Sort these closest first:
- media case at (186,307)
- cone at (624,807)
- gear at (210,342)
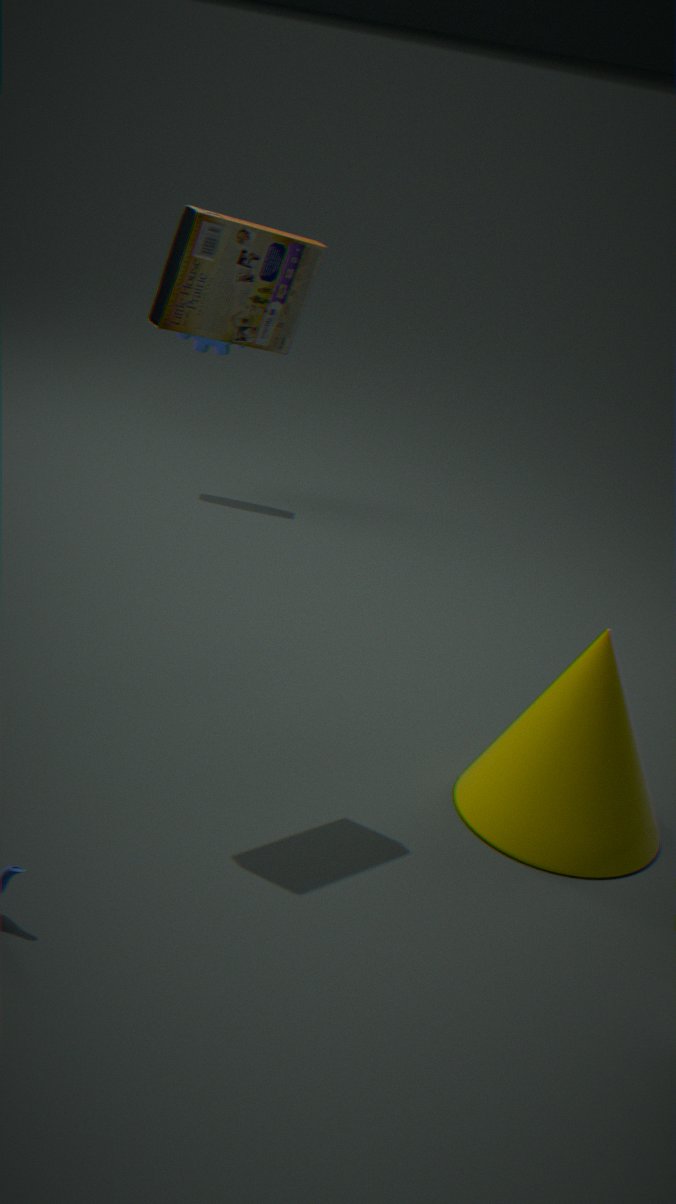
1. media case at (186,307)
2. cone at (624,807)
3. gear at (210,342)
